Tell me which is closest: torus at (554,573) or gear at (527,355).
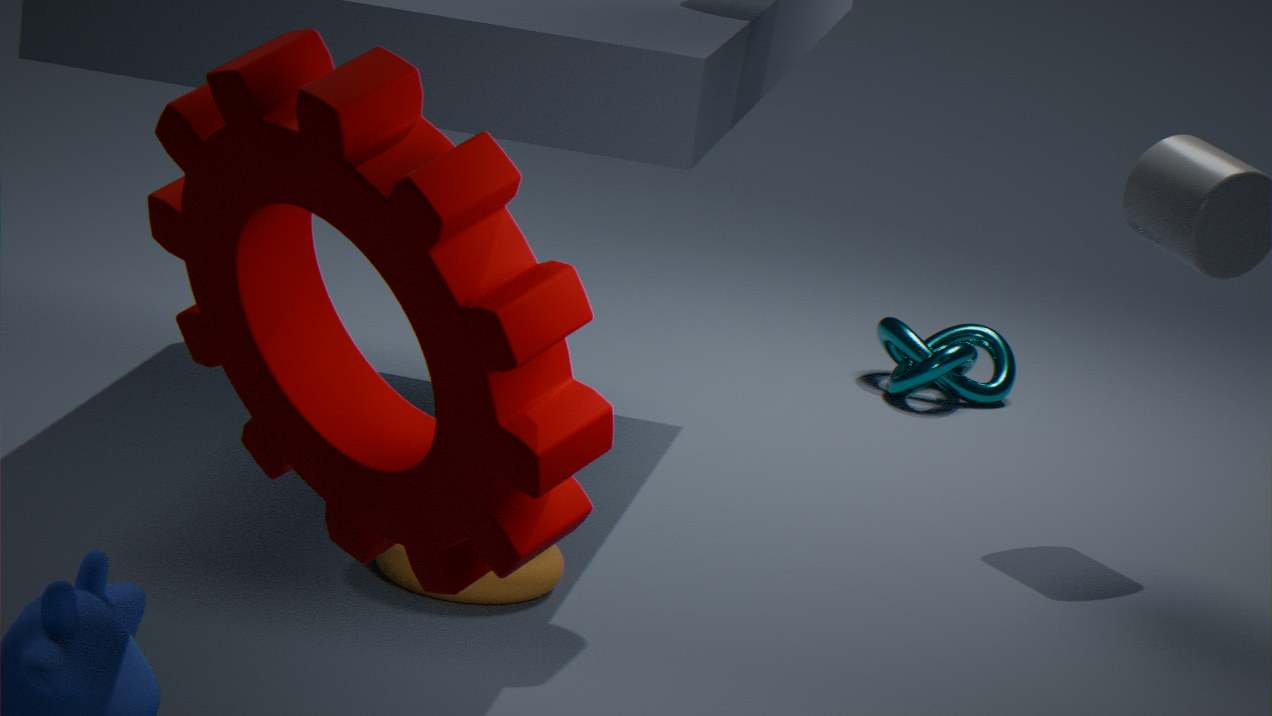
gear at (527,355)
